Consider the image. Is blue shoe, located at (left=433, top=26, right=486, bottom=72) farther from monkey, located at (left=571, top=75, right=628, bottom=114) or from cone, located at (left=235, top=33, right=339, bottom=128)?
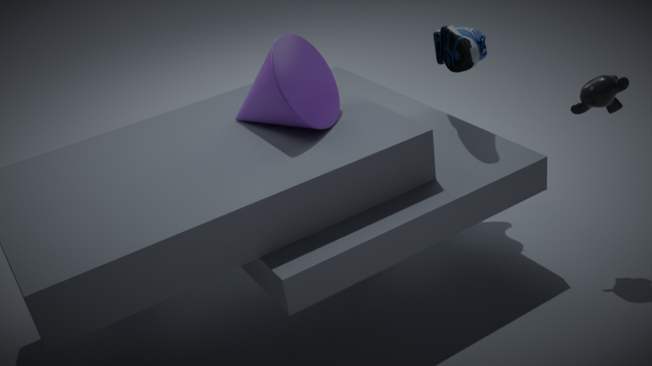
cone, located at (left=235, top=33, right=339, bottom=128)
